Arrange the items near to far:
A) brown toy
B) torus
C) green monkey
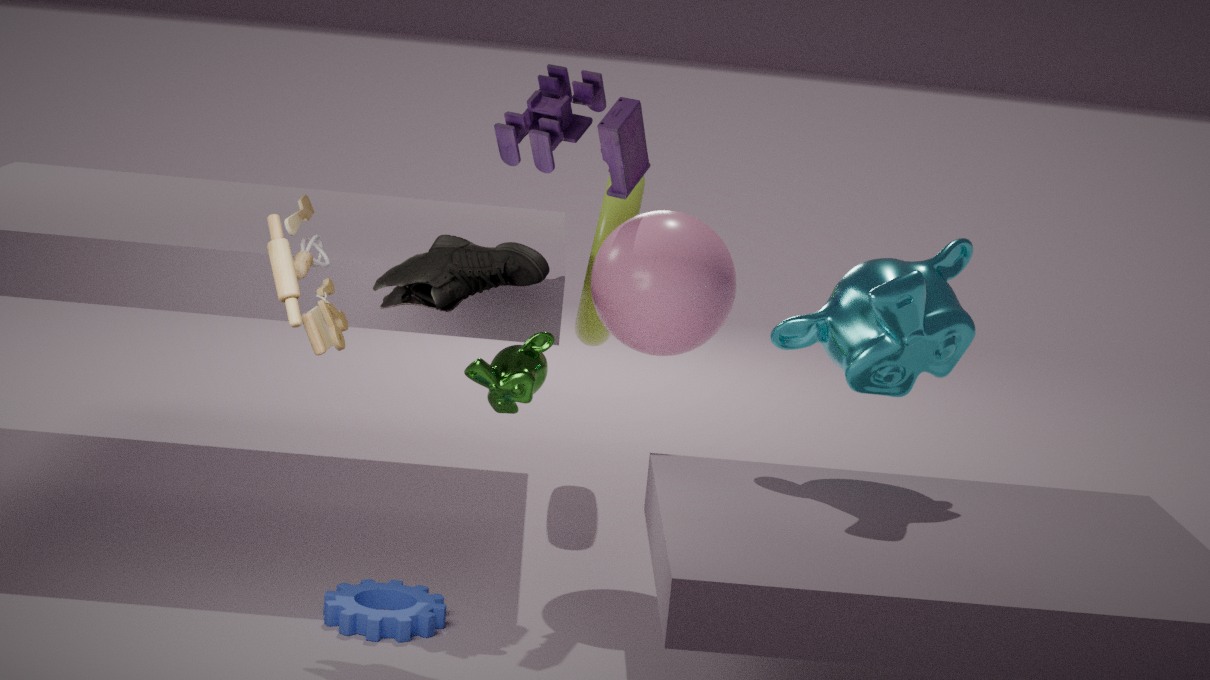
brown toy
green monkey
torus
